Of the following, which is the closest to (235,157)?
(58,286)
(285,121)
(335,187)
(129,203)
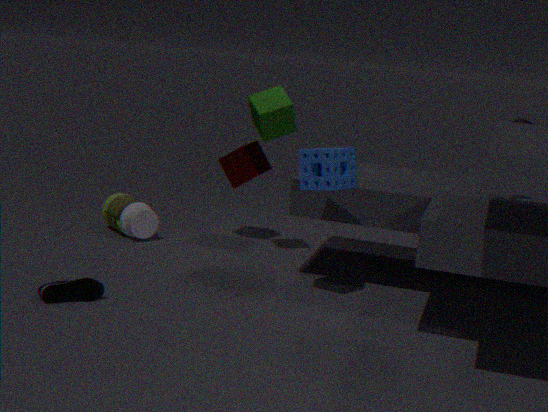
(285,121)
